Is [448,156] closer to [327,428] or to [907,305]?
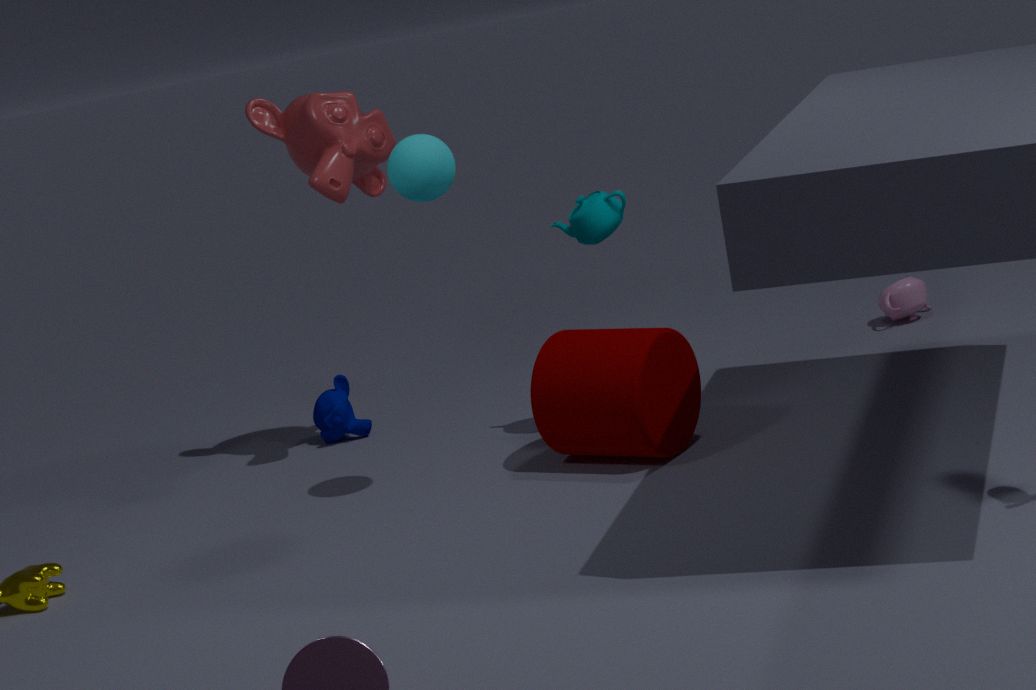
[327,428]
